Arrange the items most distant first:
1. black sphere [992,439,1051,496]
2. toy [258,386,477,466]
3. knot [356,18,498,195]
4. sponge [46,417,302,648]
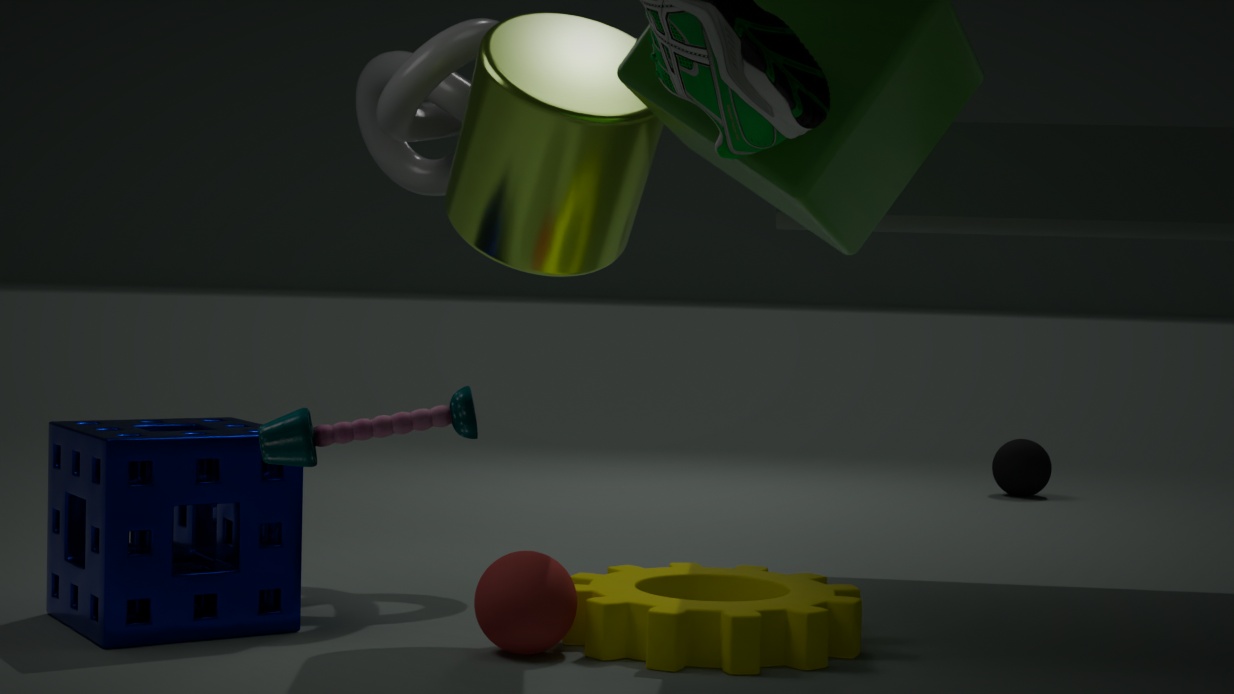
black sphere [992,439,1051,496] < knot [356,18,498,195] < sponge [46,417,302,648] < toy [258,386,477,466]
